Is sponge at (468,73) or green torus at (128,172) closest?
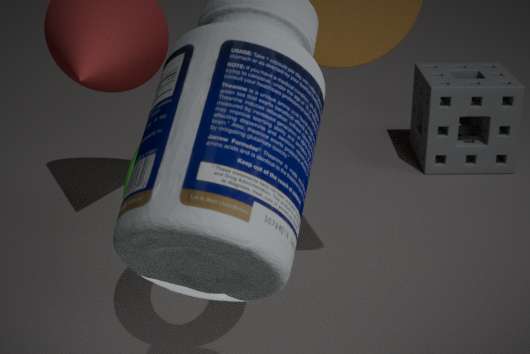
green torus at (128,172)
